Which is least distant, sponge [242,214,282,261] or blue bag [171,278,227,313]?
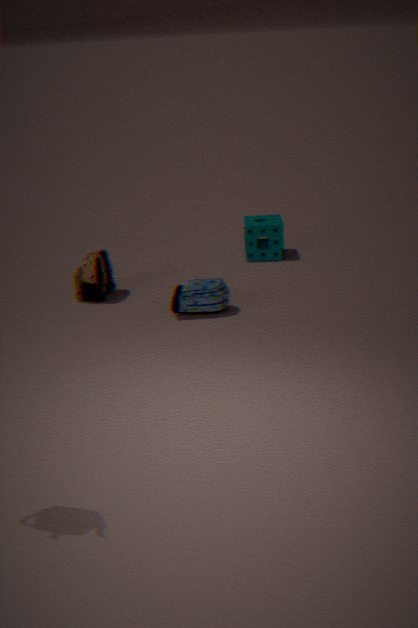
blue bag [171,278,227,313]
